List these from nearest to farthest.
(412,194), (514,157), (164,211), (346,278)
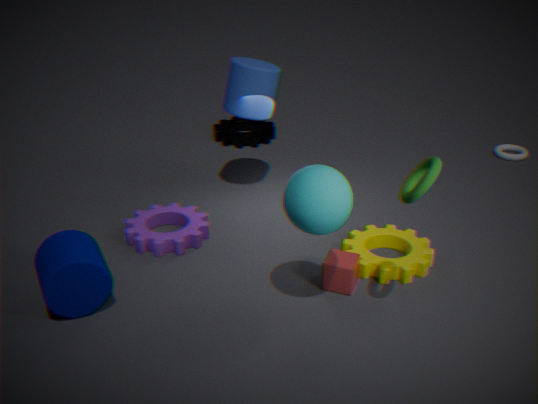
(412,194), (346,278), (164,211), (514,157)
